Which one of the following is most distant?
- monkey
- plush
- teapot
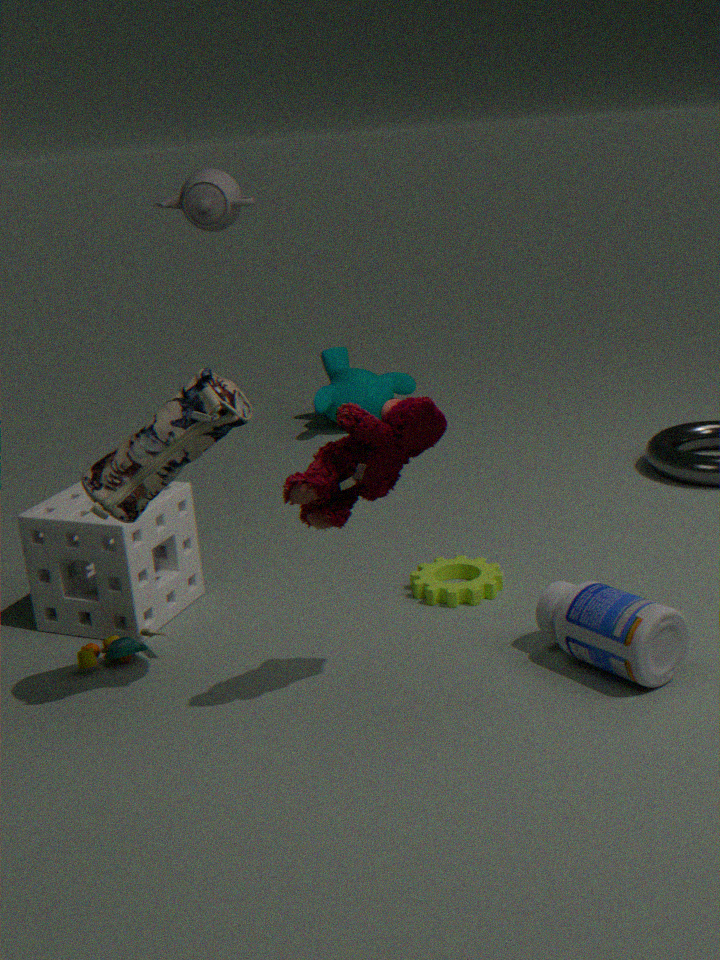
monkey
